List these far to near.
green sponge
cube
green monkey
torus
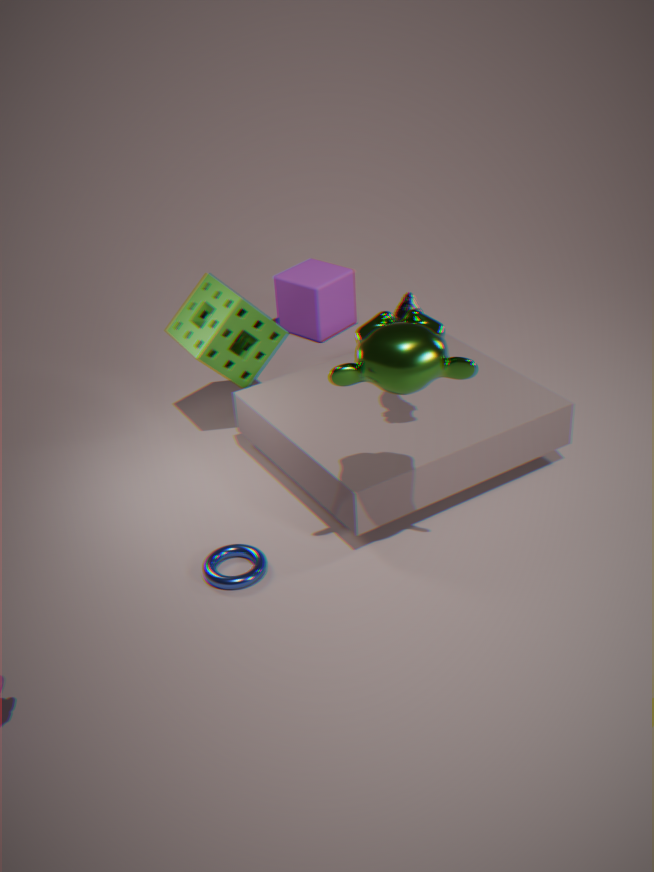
cube < green sponge < torus < green monkey
